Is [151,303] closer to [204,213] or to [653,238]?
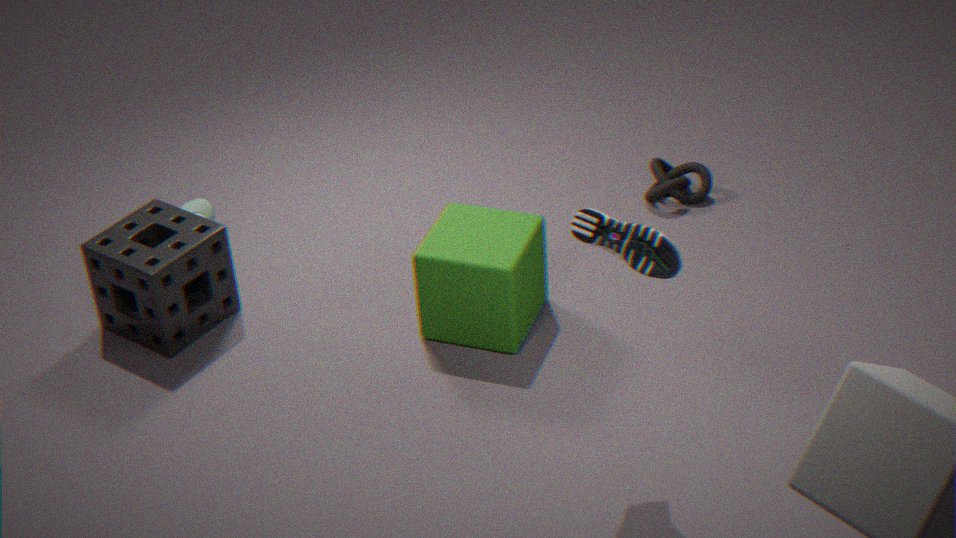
[204,213]
